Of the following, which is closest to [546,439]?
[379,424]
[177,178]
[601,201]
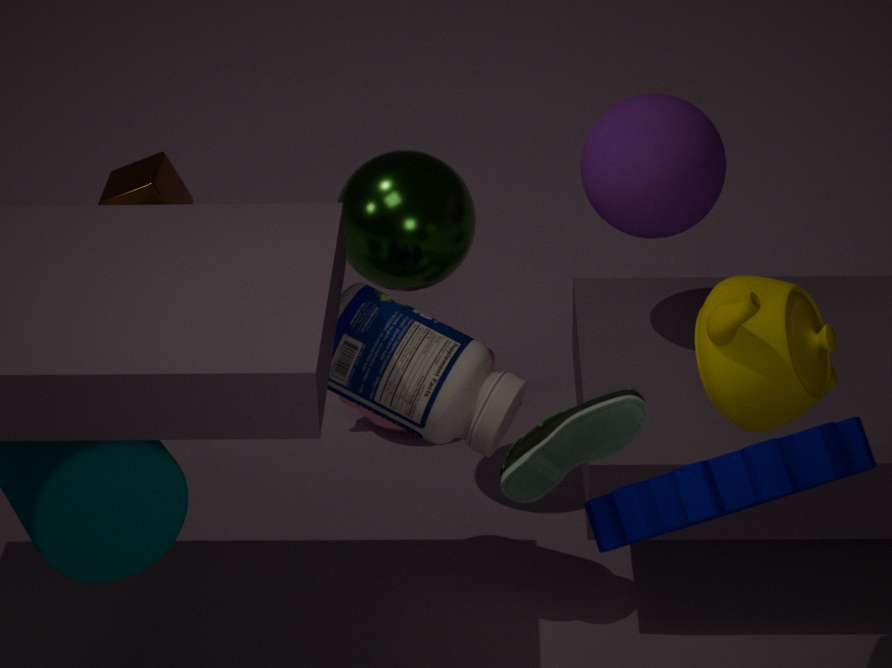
[601,201]
